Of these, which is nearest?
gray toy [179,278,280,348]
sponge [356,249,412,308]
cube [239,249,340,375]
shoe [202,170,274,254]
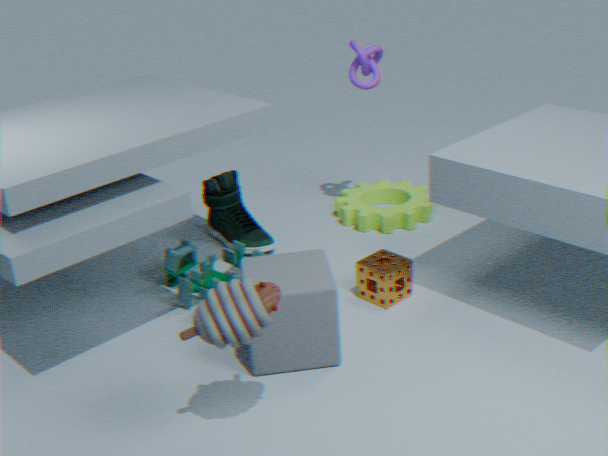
gray toy [179,278,280,348]
